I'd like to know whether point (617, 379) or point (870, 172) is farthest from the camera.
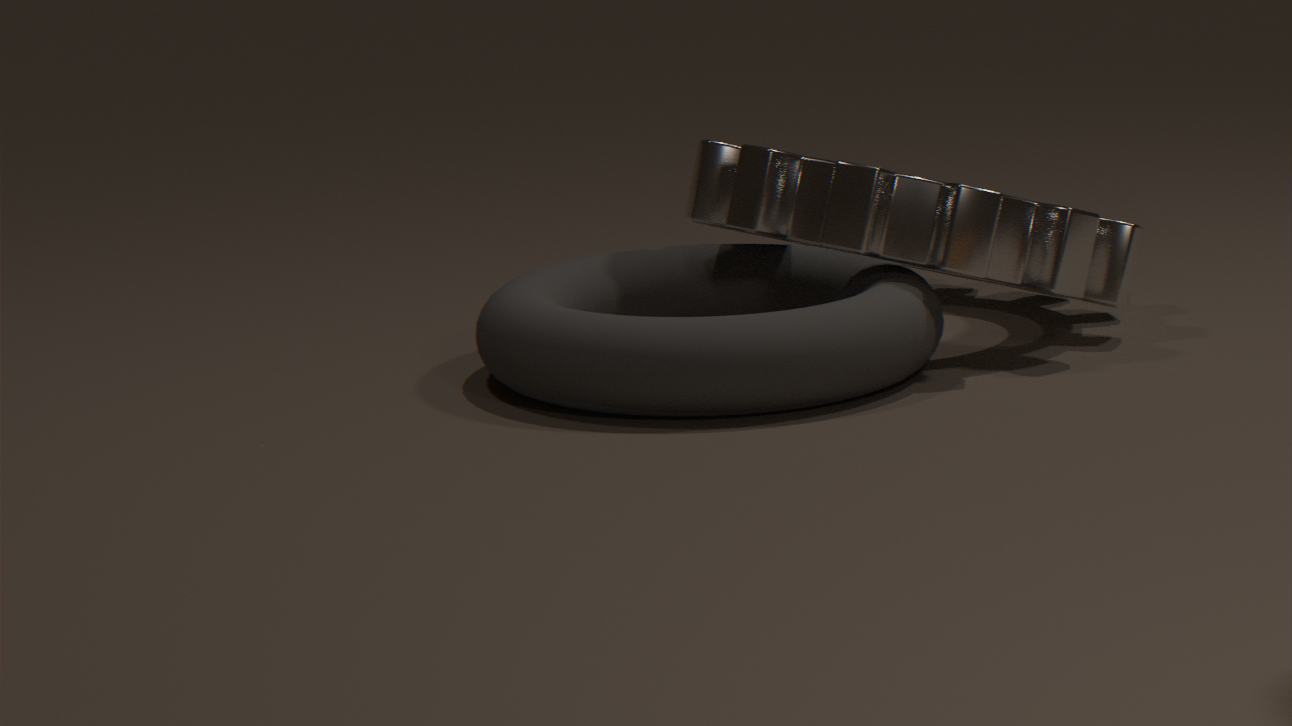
point (870, 172)
